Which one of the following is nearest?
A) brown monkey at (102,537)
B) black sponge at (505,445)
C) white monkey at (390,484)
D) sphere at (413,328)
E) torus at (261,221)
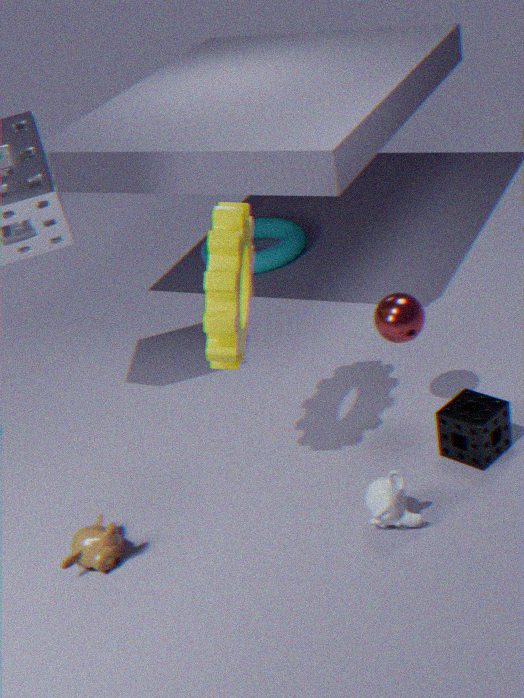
white monkey at (390,484)
